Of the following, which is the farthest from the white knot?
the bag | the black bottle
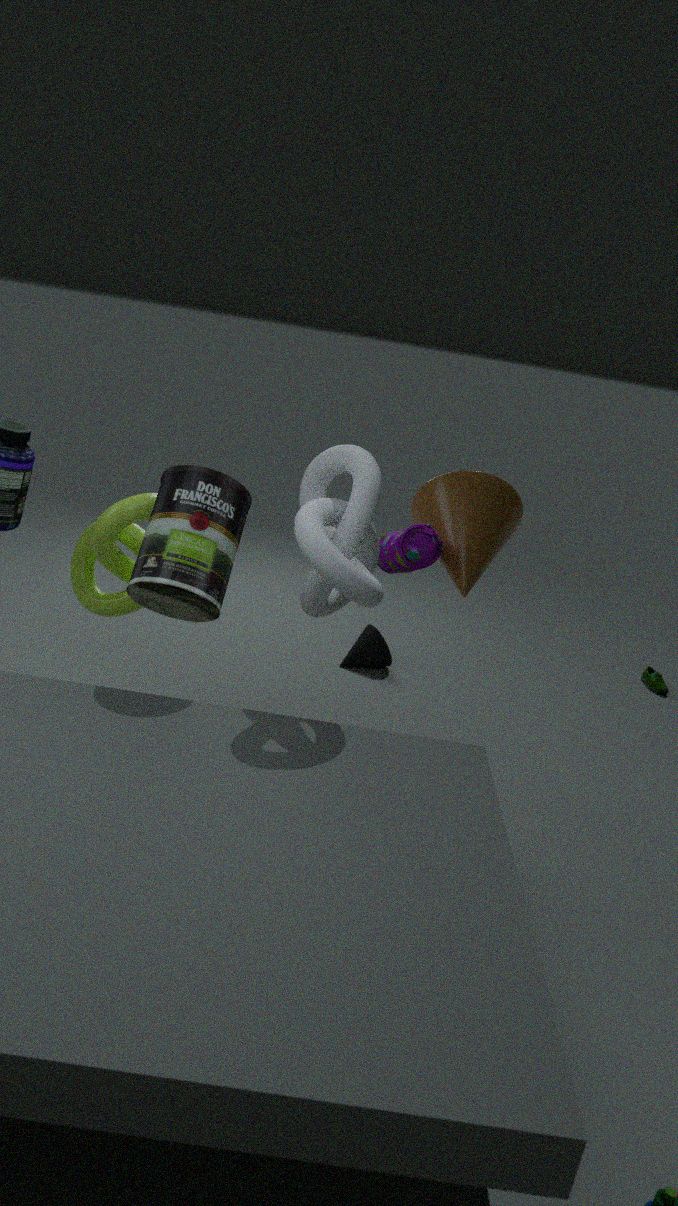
the bag
